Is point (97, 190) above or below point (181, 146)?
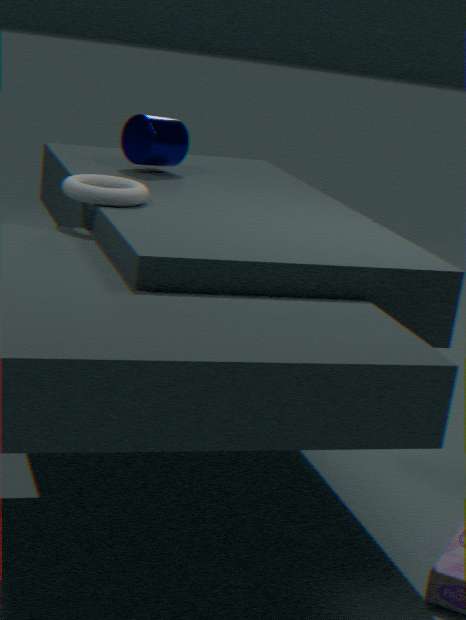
below
